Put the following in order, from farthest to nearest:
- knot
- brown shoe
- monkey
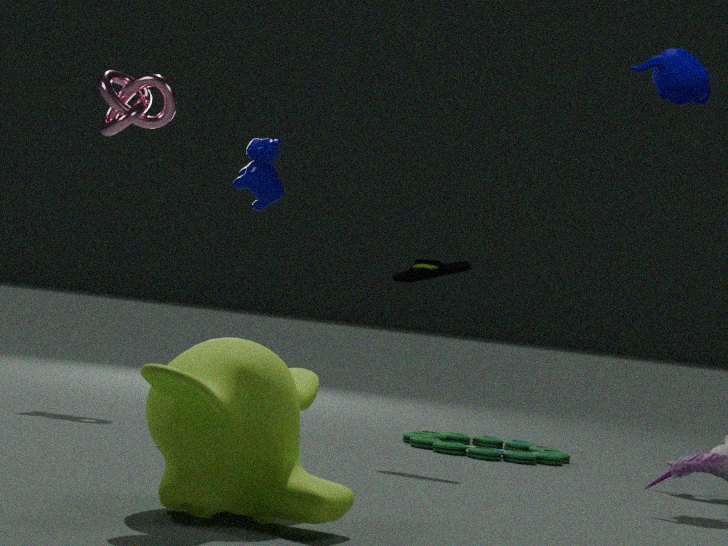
1. knot
2. brown shoe
3. monkey
